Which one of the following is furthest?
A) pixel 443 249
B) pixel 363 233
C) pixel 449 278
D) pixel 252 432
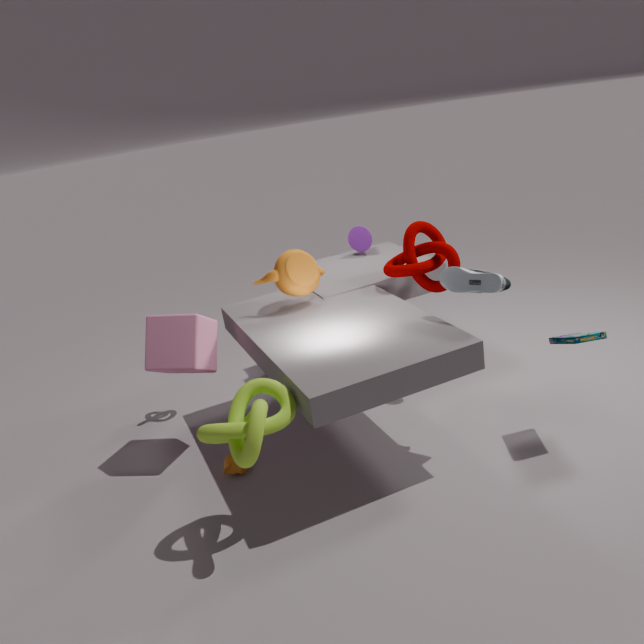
pixel 363 233
